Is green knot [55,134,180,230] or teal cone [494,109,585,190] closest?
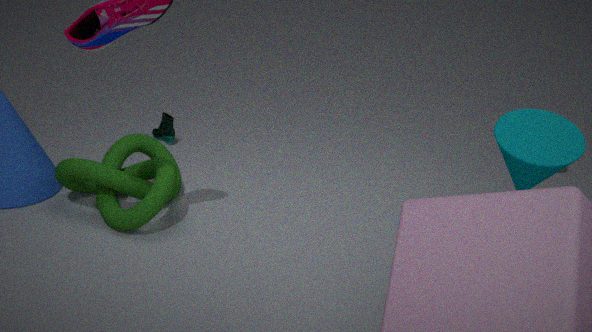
teal cone [494,109,585,190]
